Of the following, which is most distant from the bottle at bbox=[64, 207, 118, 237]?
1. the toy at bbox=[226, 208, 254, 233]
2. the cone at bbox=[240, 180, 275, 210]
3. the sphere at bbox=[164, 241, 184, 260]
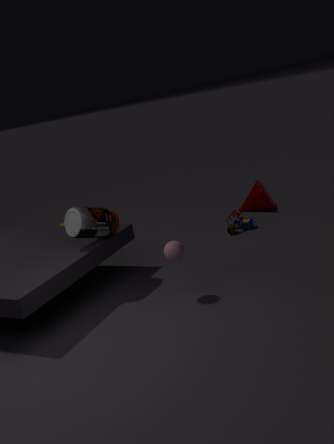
the cone at bbox=[240, 180, 275, 210]
